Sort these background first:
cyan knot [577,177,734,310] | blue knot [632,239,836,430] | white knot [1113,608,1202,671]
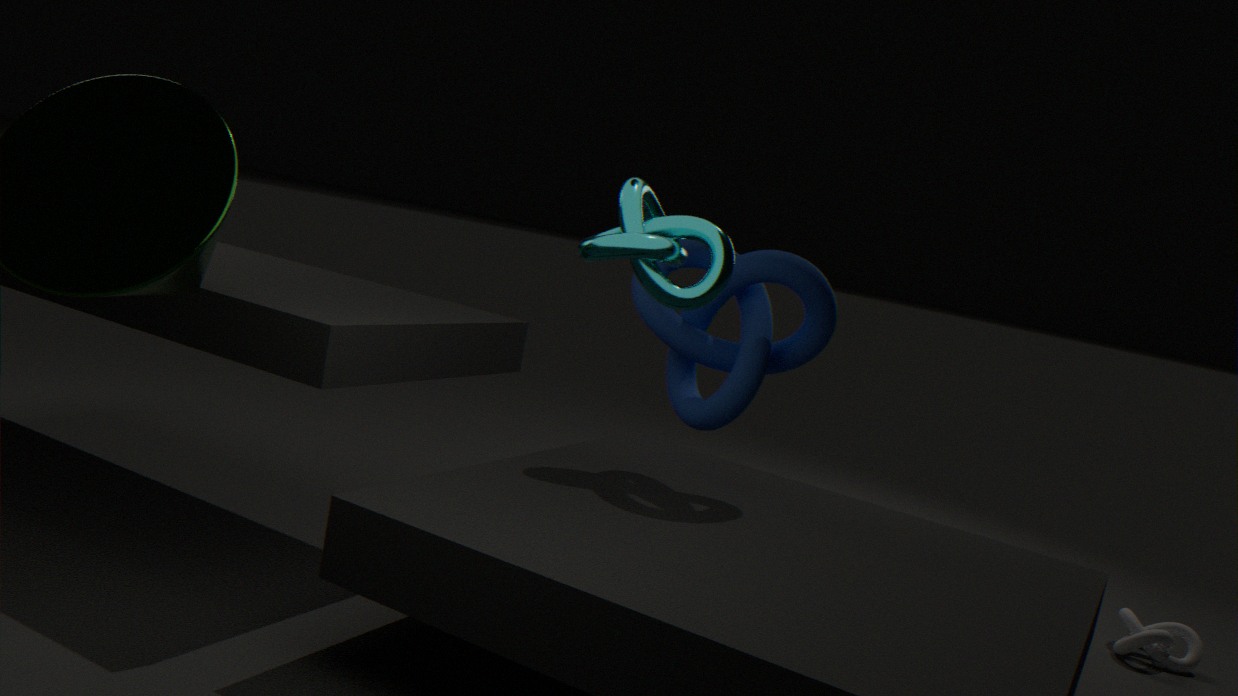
1. white knot [1113,608,1202,671]
2. blue knot [632,239,836,430]
3. cyan knot [577,177,734,310]
